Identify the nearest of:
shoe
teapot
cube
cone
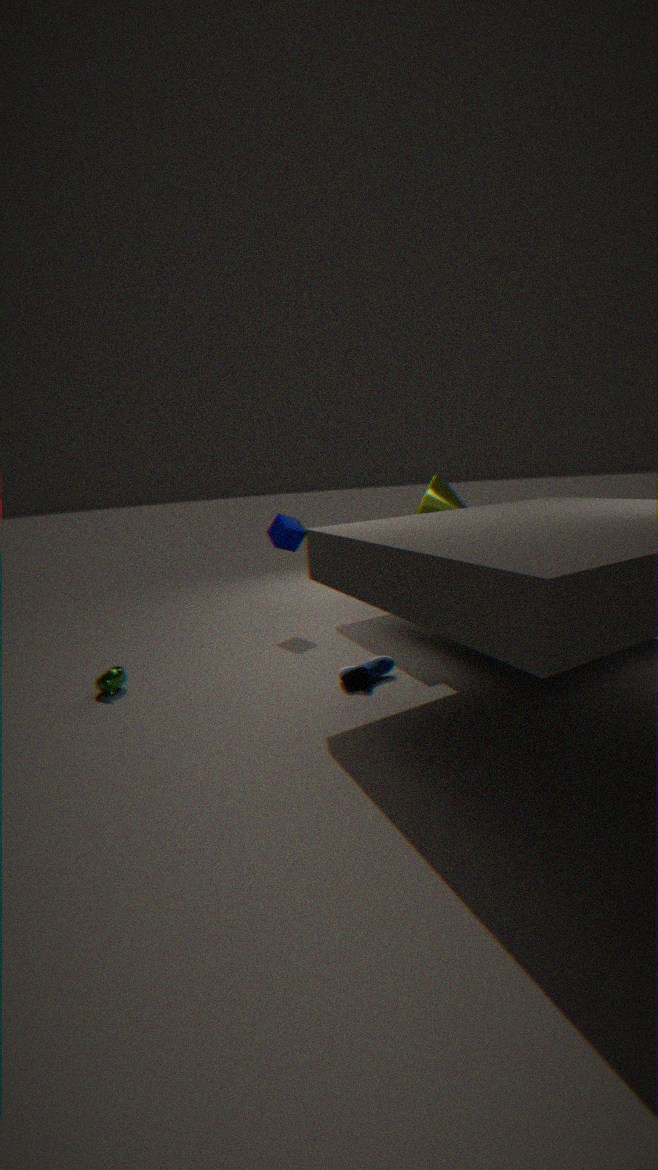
shoe
